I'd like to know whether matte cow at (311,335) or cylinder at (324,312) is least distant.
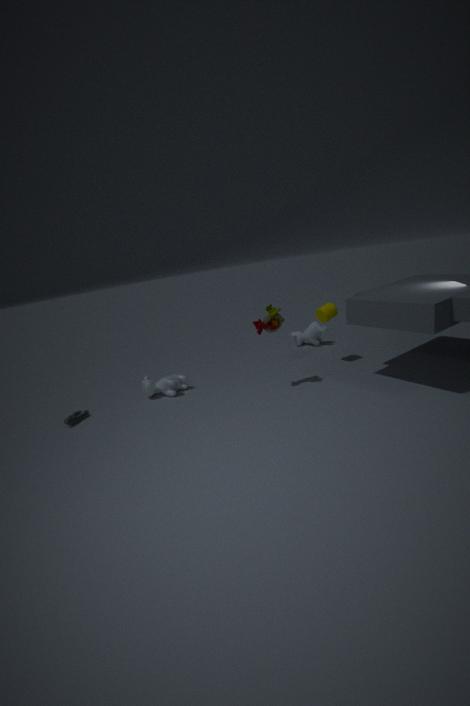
cylinder at (324,312)
